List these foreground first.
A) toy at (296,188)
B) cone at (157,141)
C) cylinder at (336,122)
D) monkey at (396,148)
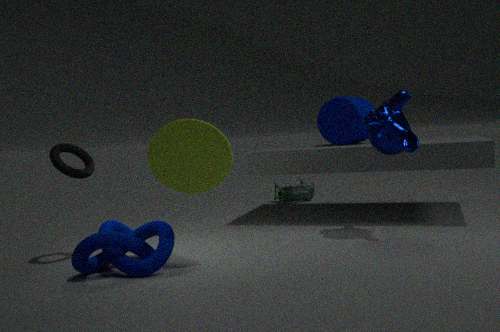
cone at (157,141) → monkey at (396,148) → cylinder at (336,122) → toy at (296,188)
